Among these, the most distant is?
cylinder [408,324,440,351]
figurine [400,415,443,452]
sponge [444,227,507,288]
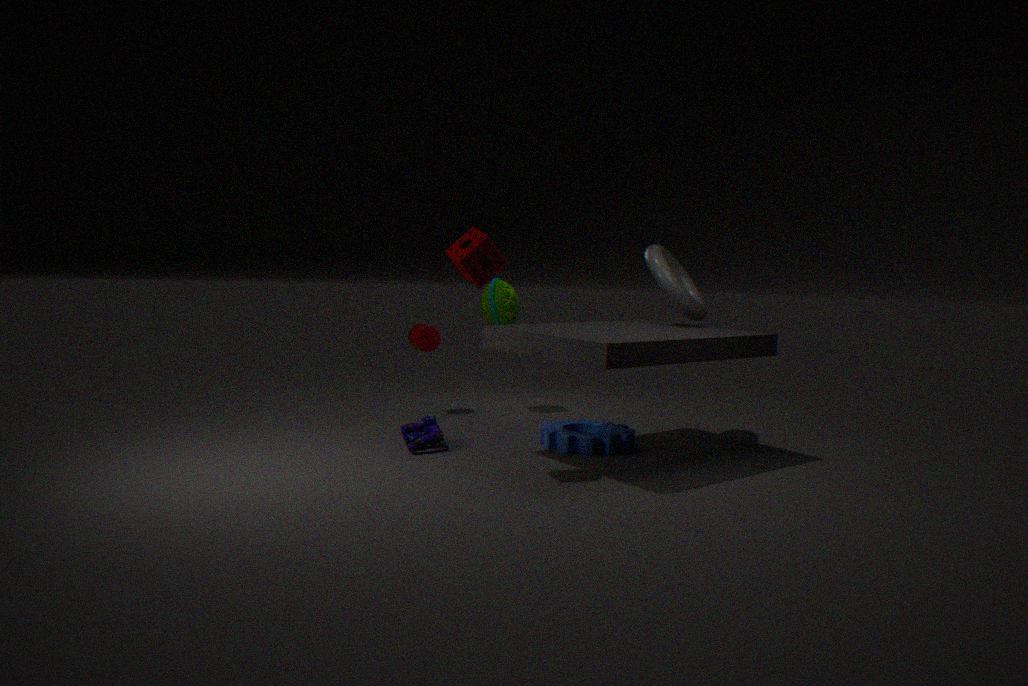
cylinder [408,324,440,351]
